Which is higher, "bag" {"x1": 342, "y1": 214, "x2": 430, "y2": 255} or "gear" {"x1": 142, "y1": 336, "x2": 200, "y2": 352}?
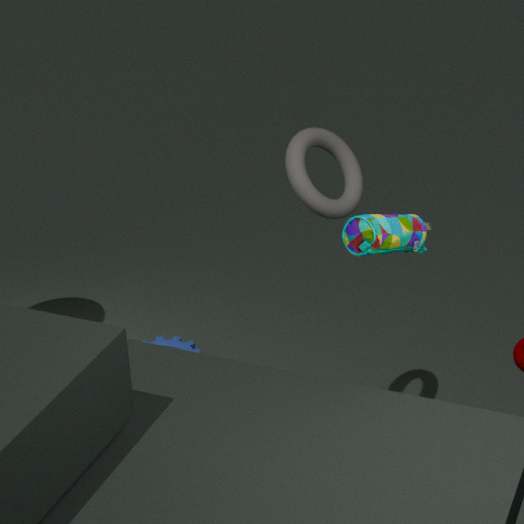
"bag" {"x1": 342, "y1": 214, "x2": 430, "y2": 255}
